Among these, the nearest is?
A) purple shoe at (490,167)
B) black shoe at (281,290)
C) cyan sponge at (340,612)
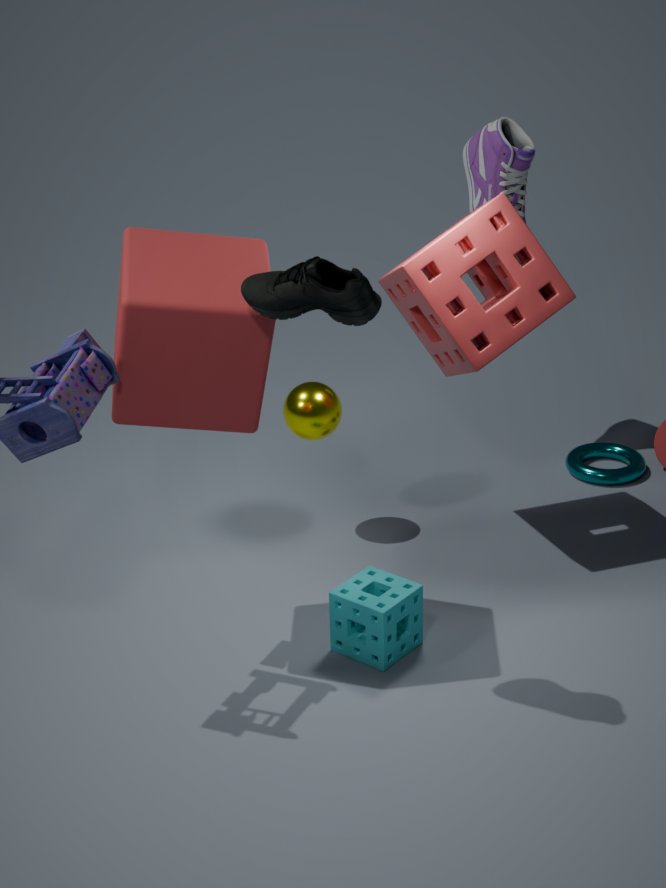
black shoe at (281,290)
